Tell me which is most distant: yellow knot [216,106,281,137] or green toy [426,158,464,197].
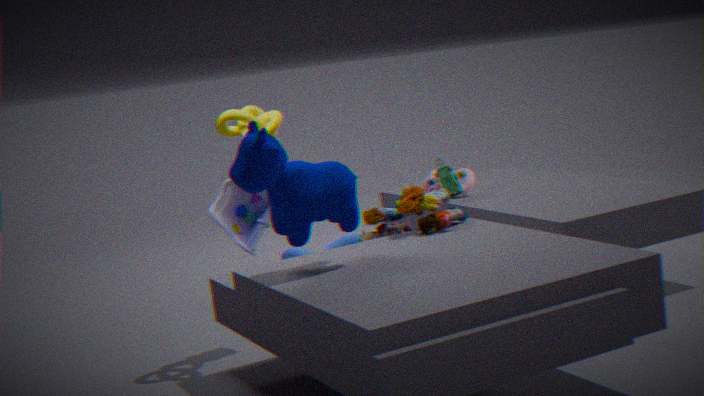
green toy [426,158,464,197]
